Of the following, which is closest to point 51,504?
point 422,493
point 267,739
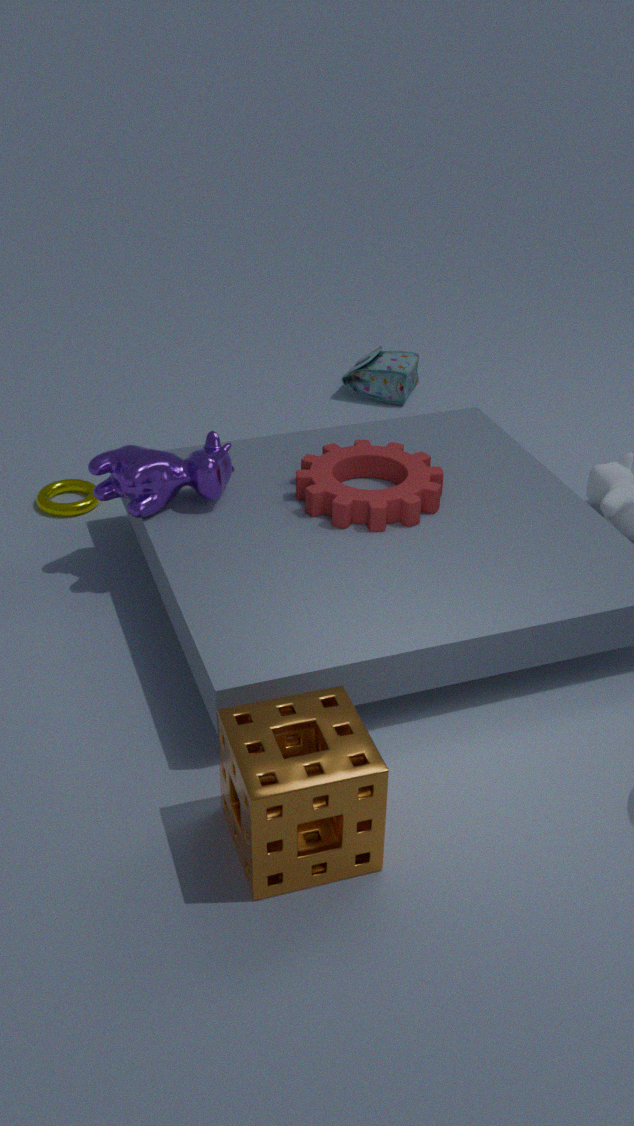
point 422,493
